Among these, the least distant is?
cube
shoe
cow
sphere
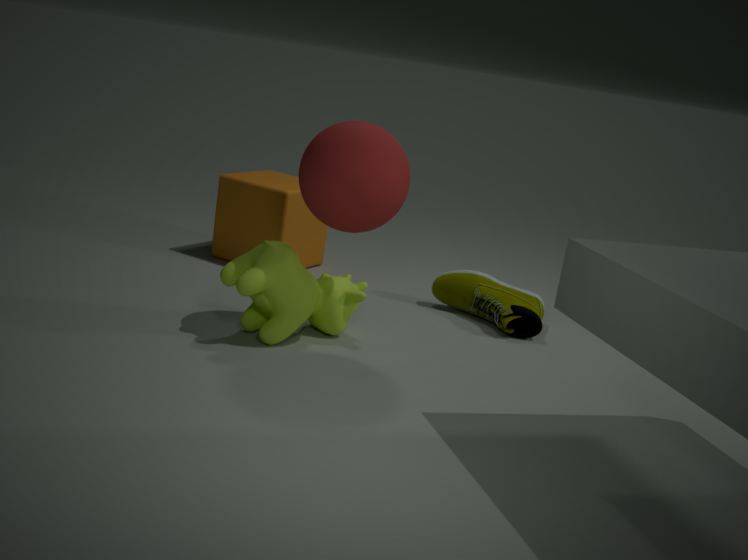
sphere
